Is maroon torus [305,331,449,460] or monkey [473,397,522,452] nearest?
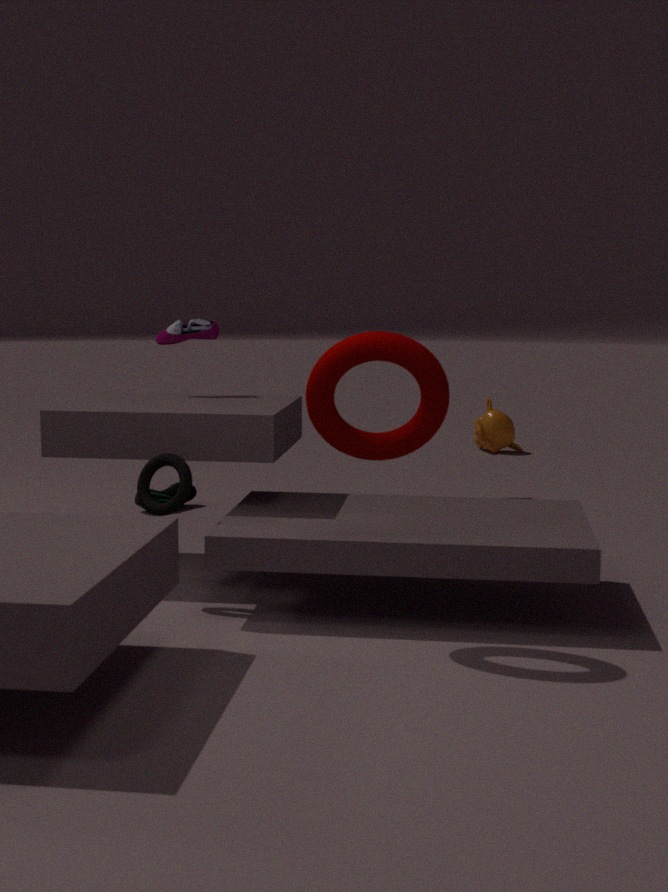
maroon torus [305,331,449,460]
